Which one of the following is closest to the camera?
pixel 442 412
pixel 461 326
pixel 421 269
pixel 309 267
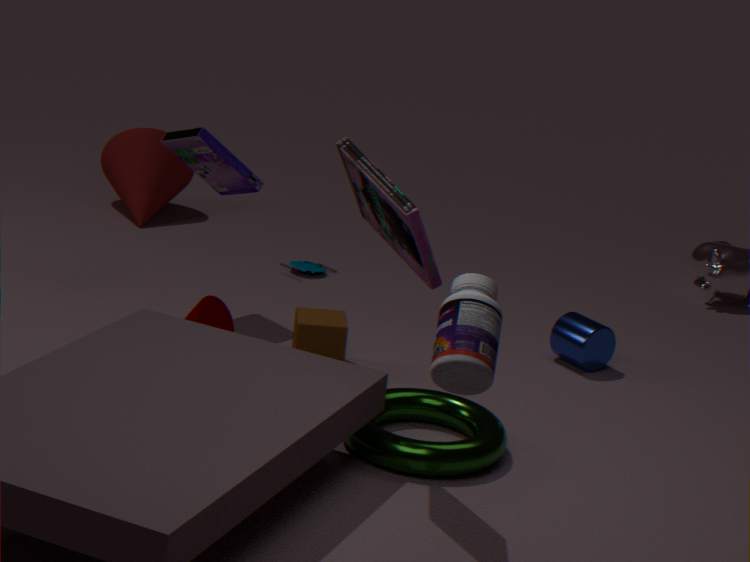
pixel 461 326
